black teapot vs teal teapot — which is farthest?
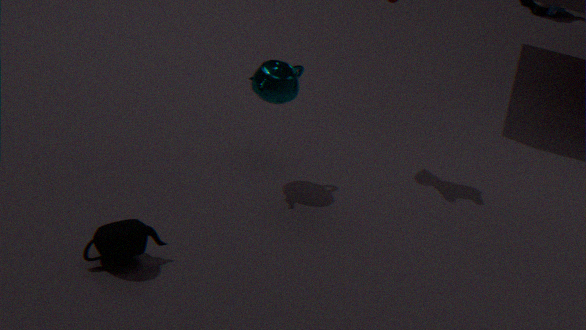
teal teapot
